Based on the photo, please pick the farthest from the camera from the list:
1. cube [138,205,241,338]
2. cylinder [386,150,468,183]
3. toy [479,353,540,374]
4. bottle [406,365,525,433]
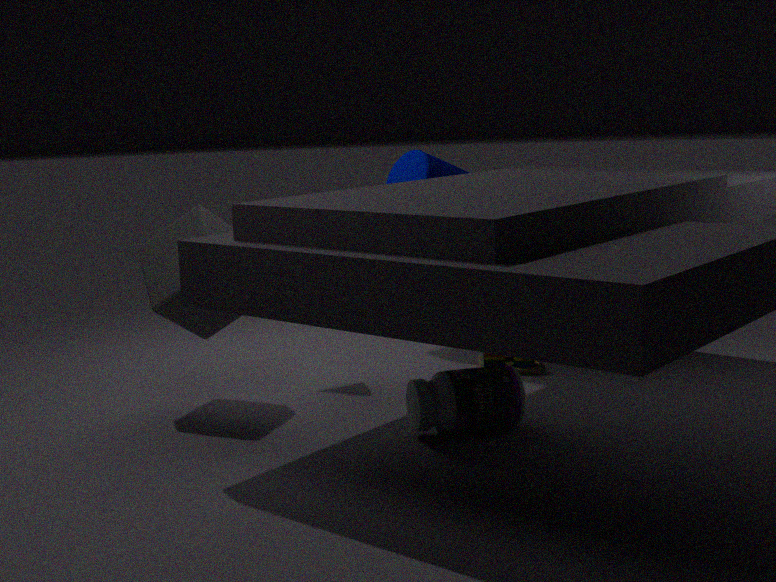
cylinder [386,150,468,183]
